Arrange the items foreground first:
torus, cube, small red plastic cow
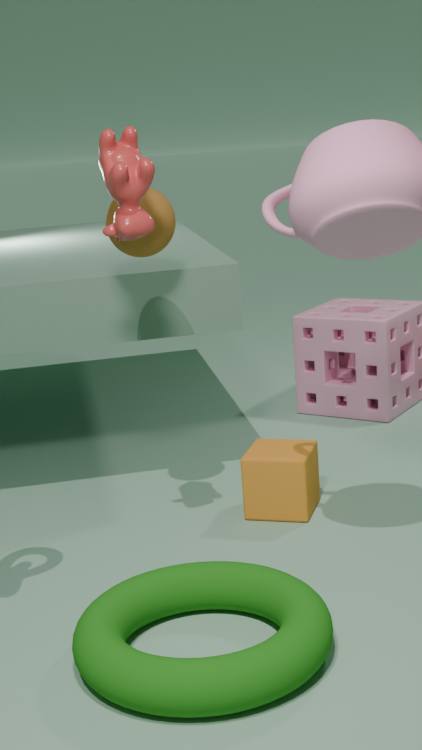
torus, small red plastic cow, cube
